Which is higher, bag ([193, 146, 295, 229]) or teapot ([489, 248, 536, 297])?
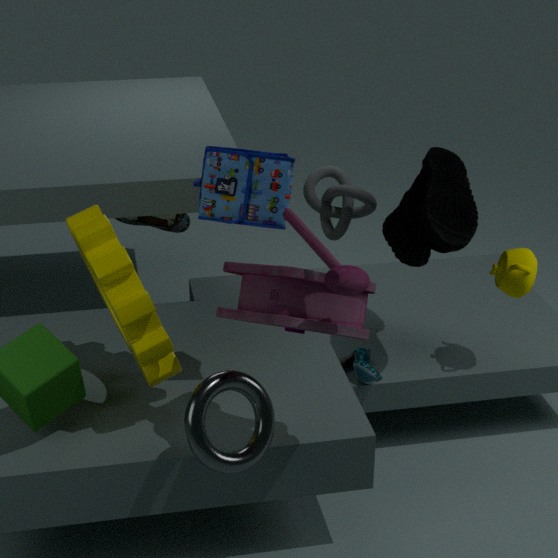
bag ([193, 146, 295, 229])
